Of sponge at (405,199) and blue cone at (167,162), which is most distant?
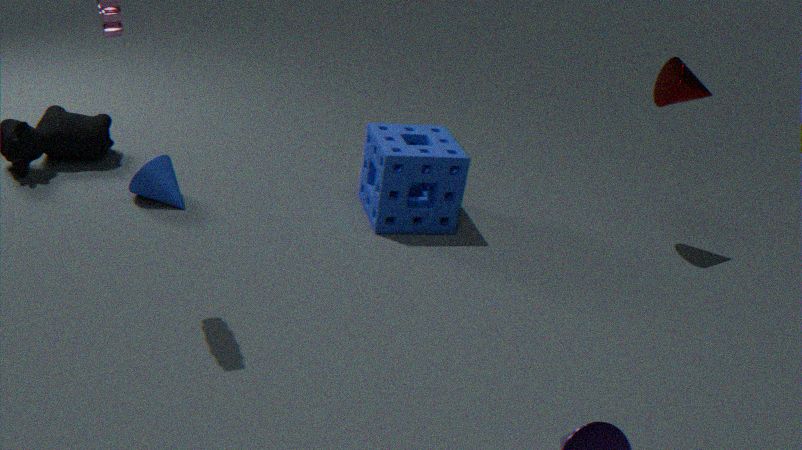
sponge at (405,199)
